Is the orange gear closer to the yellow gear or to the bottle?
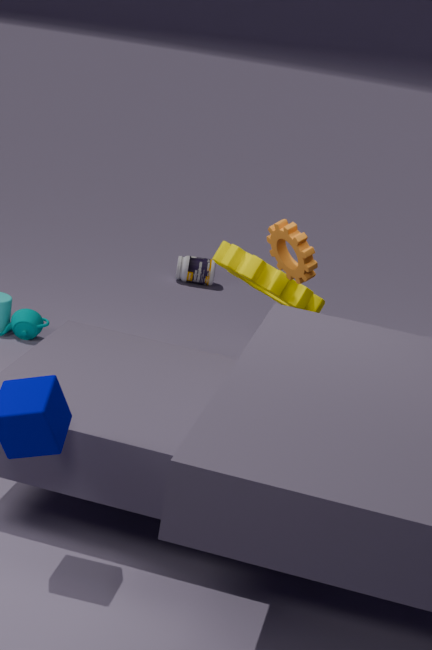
the yellow gear
